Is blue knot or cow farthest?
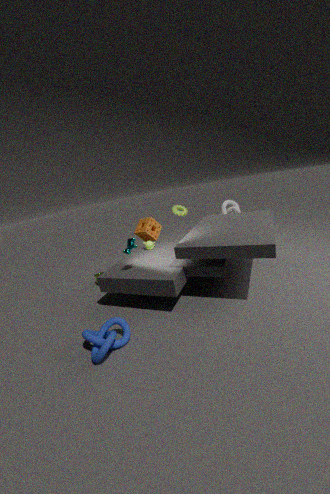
cow
